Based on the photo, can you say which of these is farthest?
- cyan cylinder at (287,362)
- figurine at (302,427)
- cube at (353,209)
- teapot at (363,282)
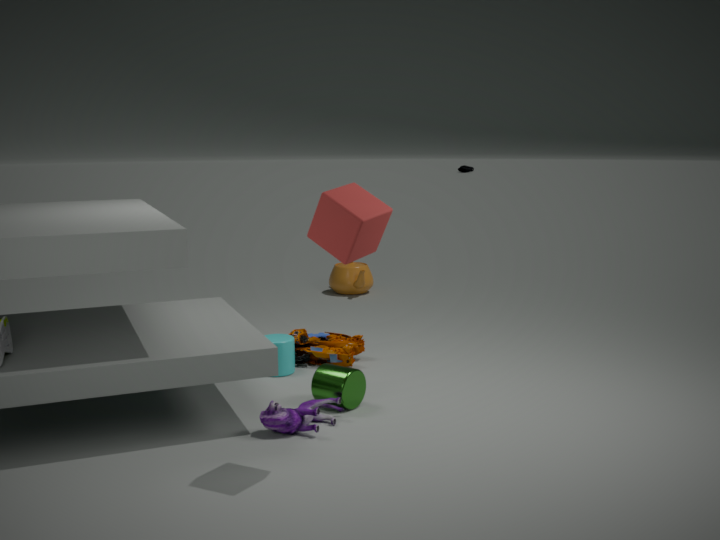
teapot at (363,282)
